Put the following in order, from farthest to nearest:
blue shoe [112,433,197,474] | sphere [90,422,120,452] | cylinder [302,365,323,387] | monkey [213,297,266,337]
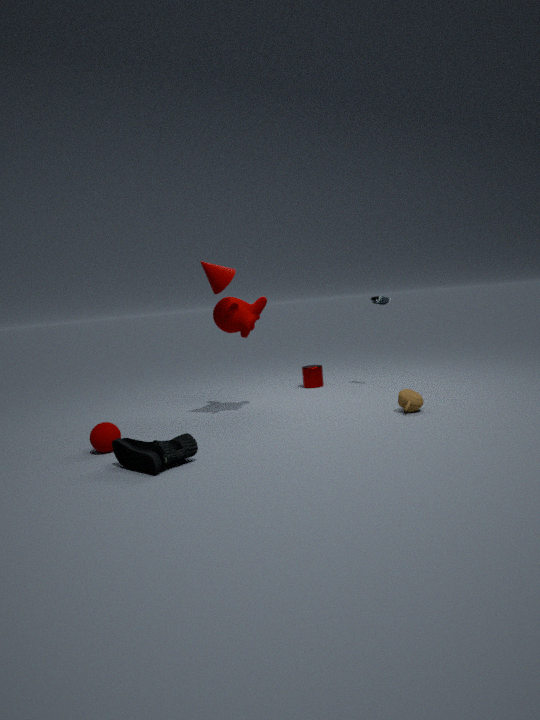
cylinder [302,365,323,387] < monkey [213,297,266,337] < sphere [90,422,120,452] < blue shoe [112,433,197,474]
